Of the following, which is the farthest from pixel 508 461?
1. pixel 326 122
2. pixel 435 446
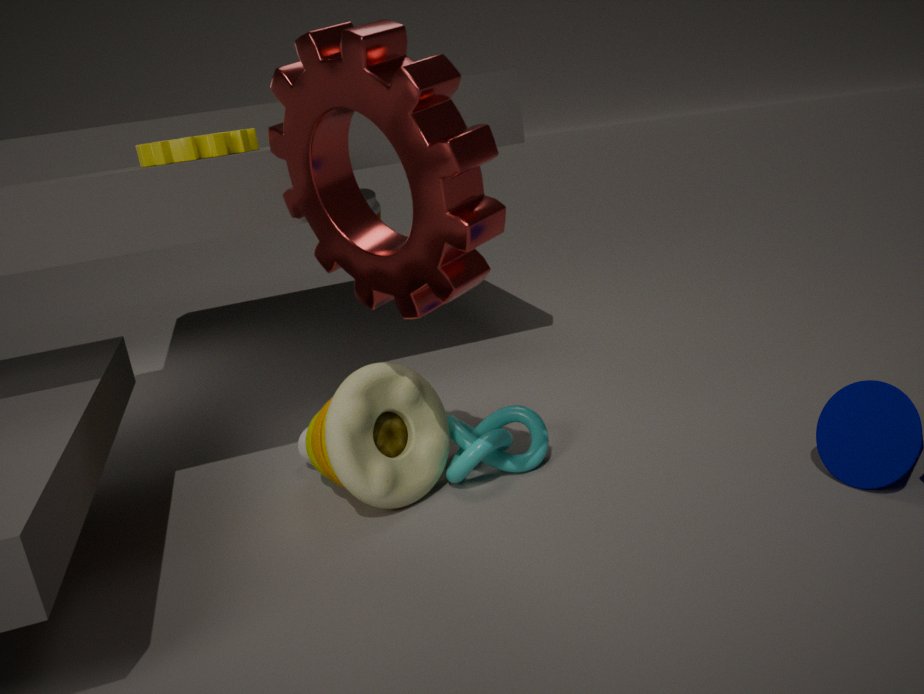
pixel 326 122
